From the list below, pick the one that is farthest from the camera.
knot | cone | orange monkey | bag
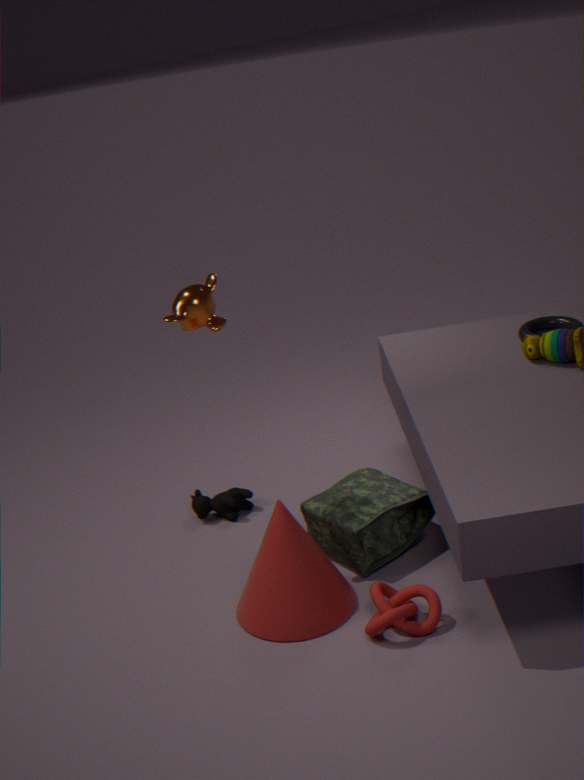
bag
